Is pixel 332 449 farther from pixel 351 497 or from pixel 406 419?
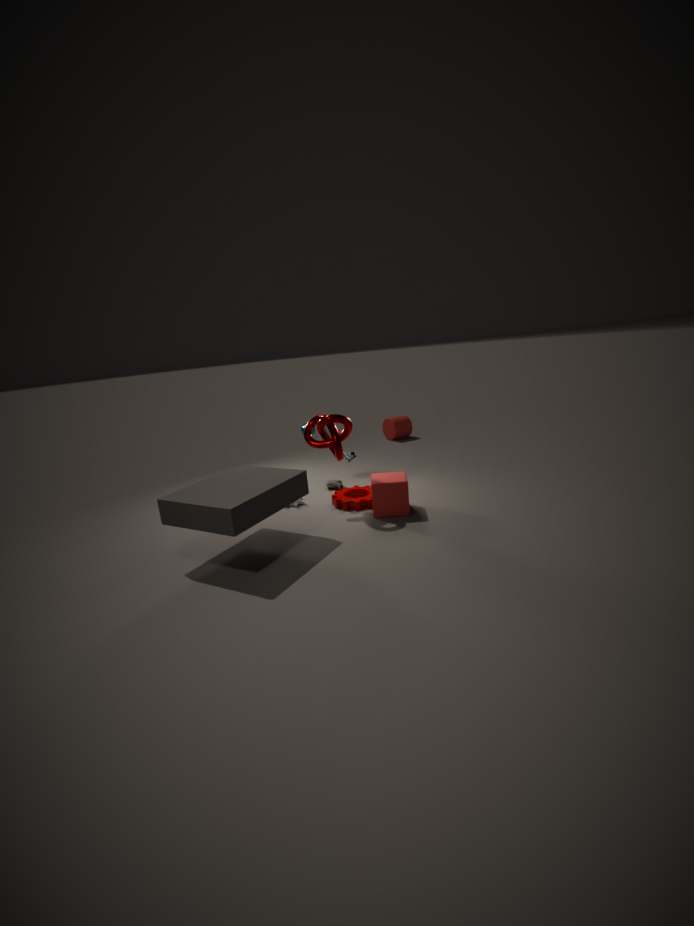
pixel 406 419
